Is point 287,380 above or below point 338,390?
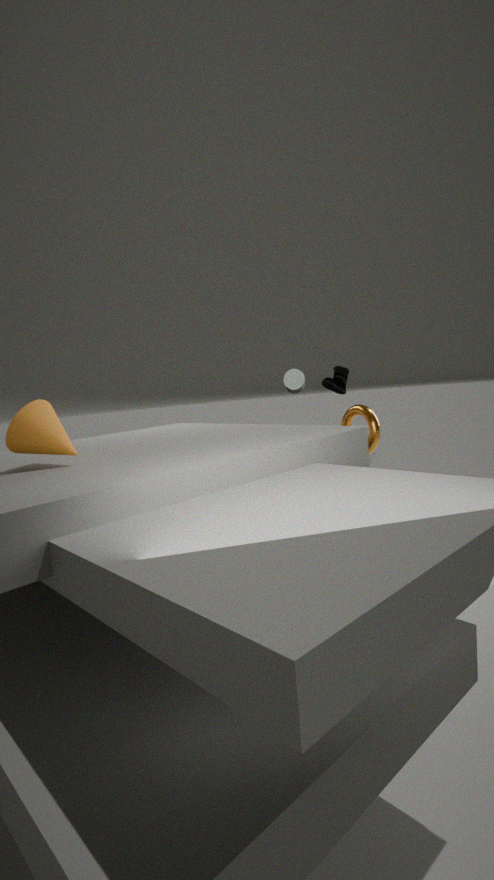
above
